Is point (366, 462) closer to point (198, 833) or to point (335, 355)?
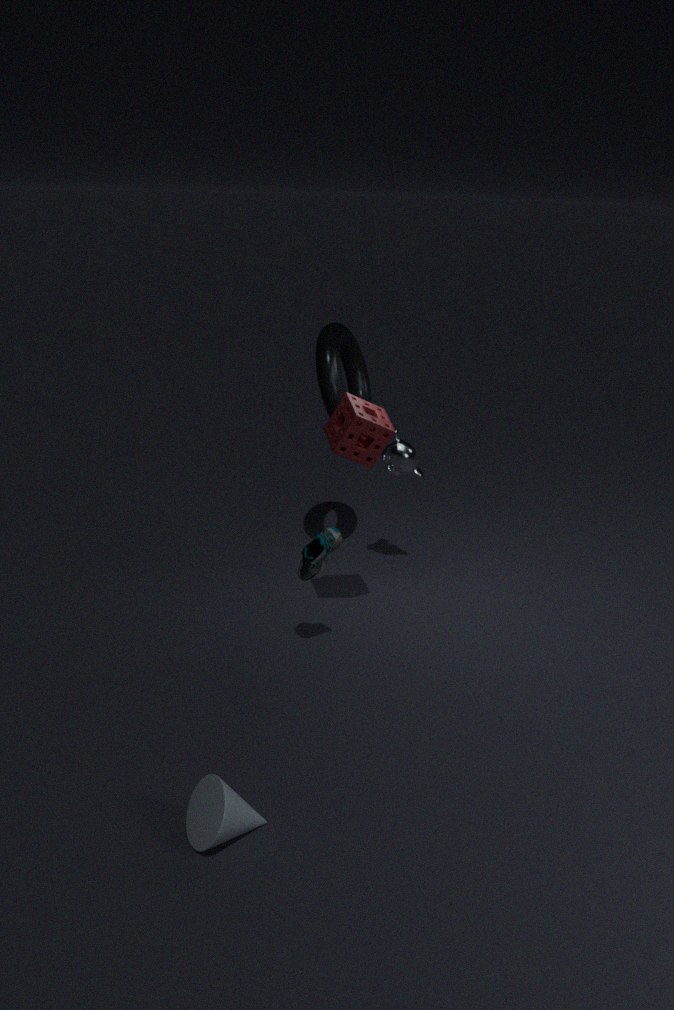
point (335, 355)
